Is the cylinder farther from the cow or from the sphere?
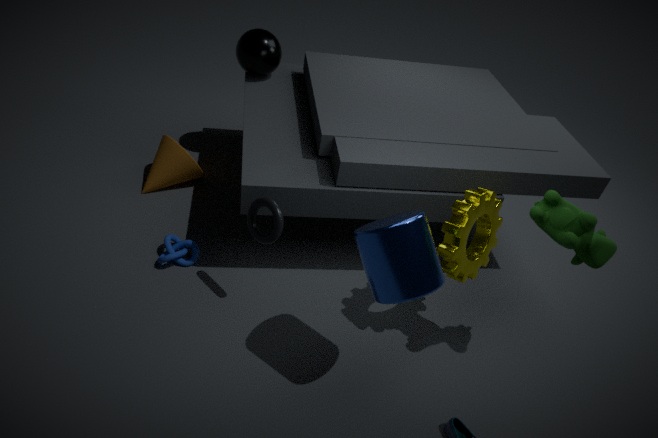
the sphere
